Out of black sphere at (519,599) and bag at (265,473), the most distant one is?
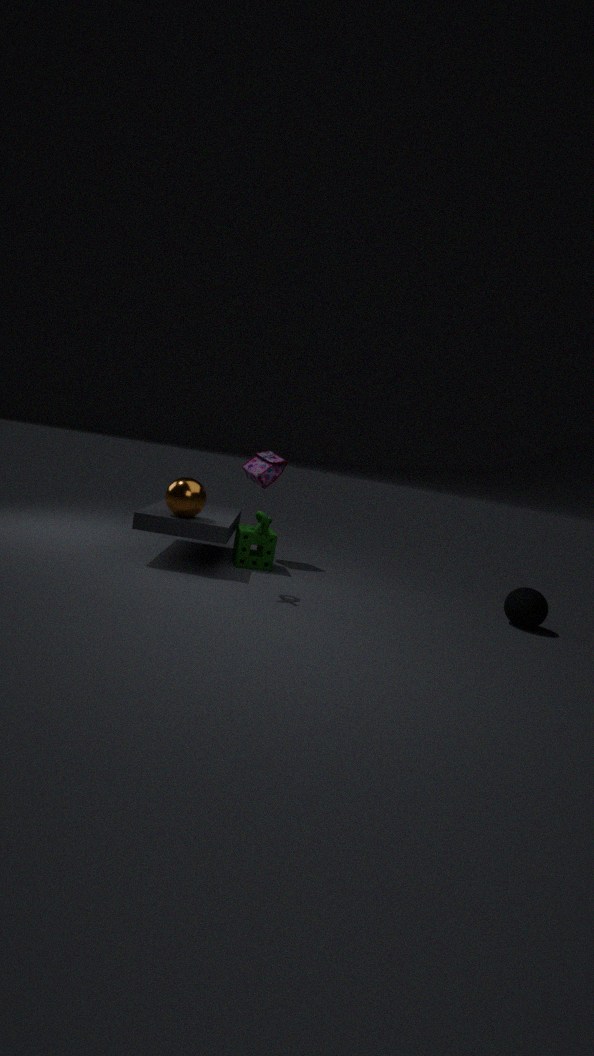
bag at (265,473)
